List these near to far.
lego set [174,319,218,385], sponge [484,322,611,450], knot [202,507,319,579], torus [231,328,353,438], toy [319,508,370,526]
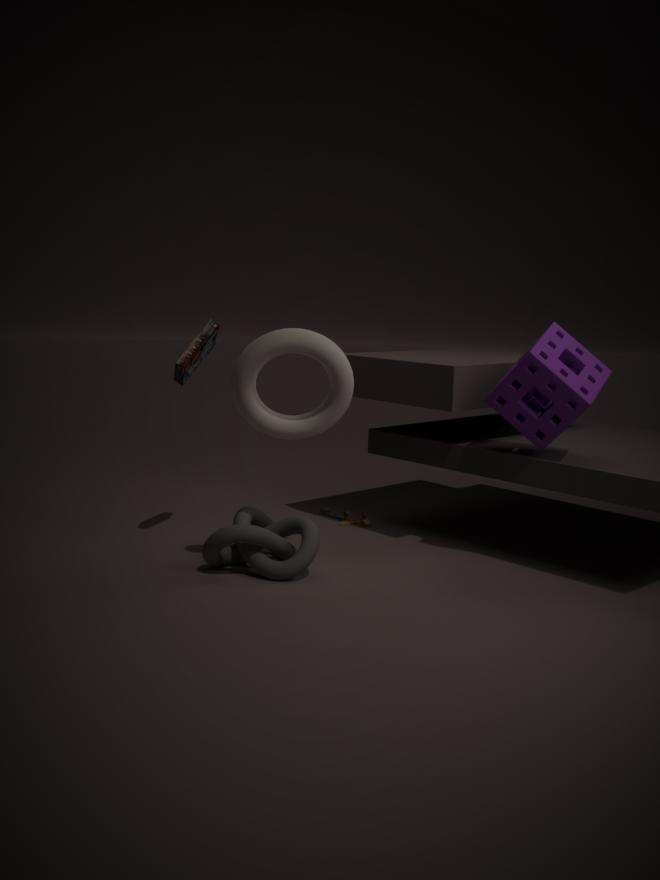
torus [231,328,353,438] → knot [202,507,319,579] → sponge [484,322,611,450] → lego set [174,319,218,385] → toy [319,508,370,526]
